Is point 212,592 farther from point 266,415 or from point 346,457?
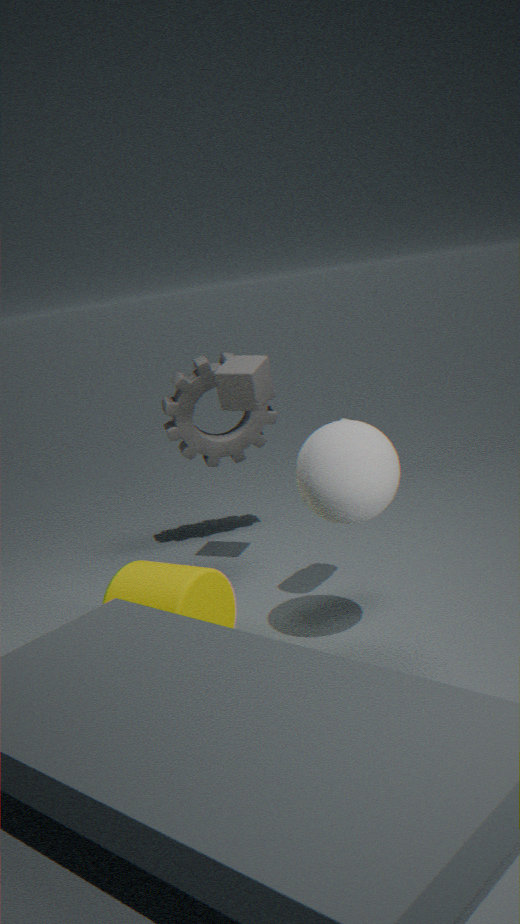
point 266,415
